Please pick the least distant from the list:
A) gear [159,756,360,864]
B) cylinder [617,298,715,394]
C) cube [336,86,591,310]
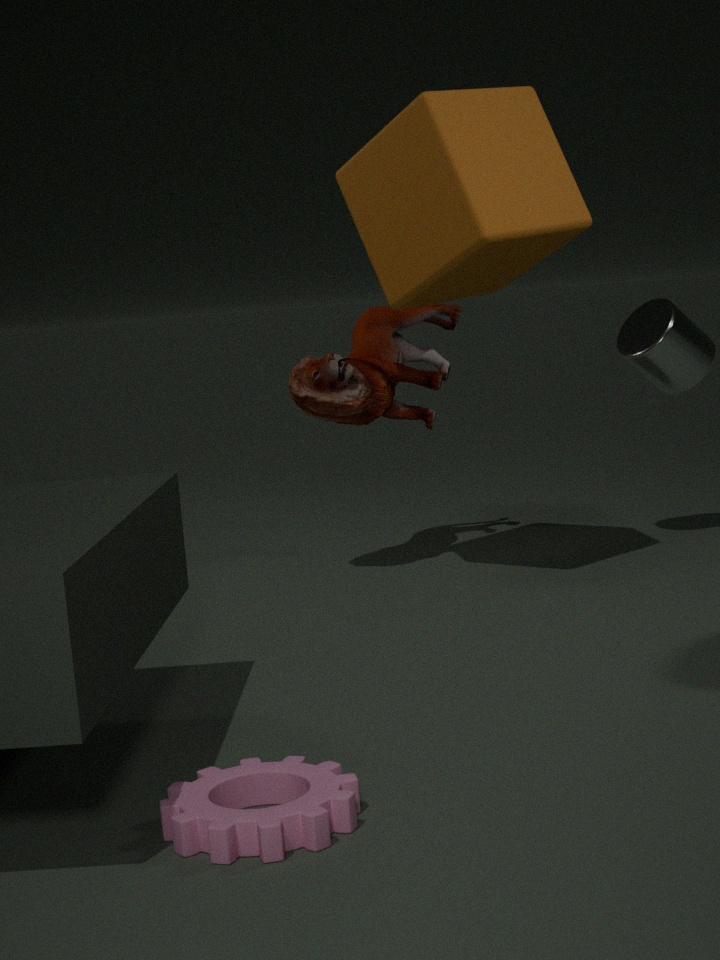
gear [159,756,360,864]
